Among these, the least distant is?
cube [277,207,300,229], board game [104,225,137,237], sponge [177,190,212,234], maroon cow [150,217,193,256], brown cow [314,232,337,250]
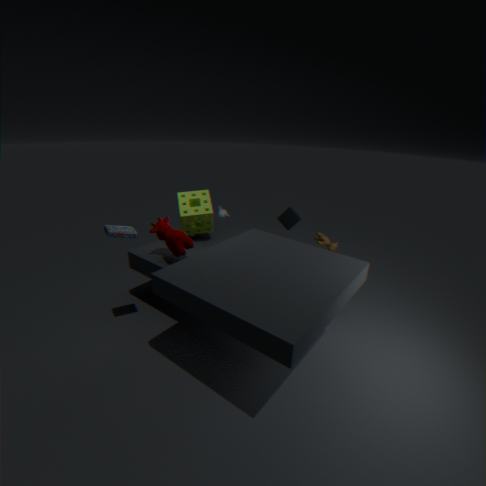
board game [104,225,137,237]
